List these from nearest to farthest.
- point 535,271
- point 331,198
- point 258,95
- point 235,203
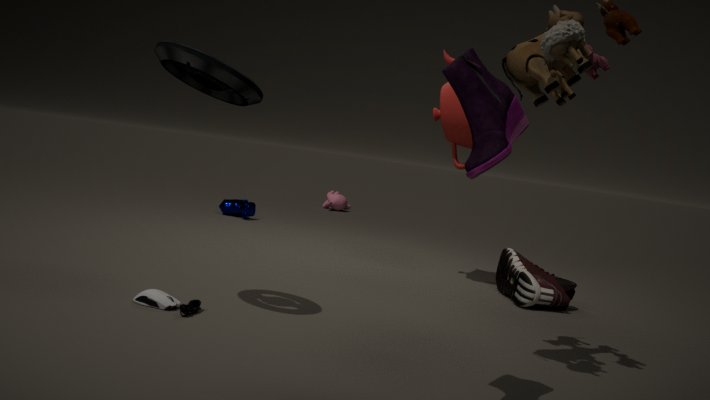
point 258,95 < point 535,271 < point 235,203 < point 331,198
